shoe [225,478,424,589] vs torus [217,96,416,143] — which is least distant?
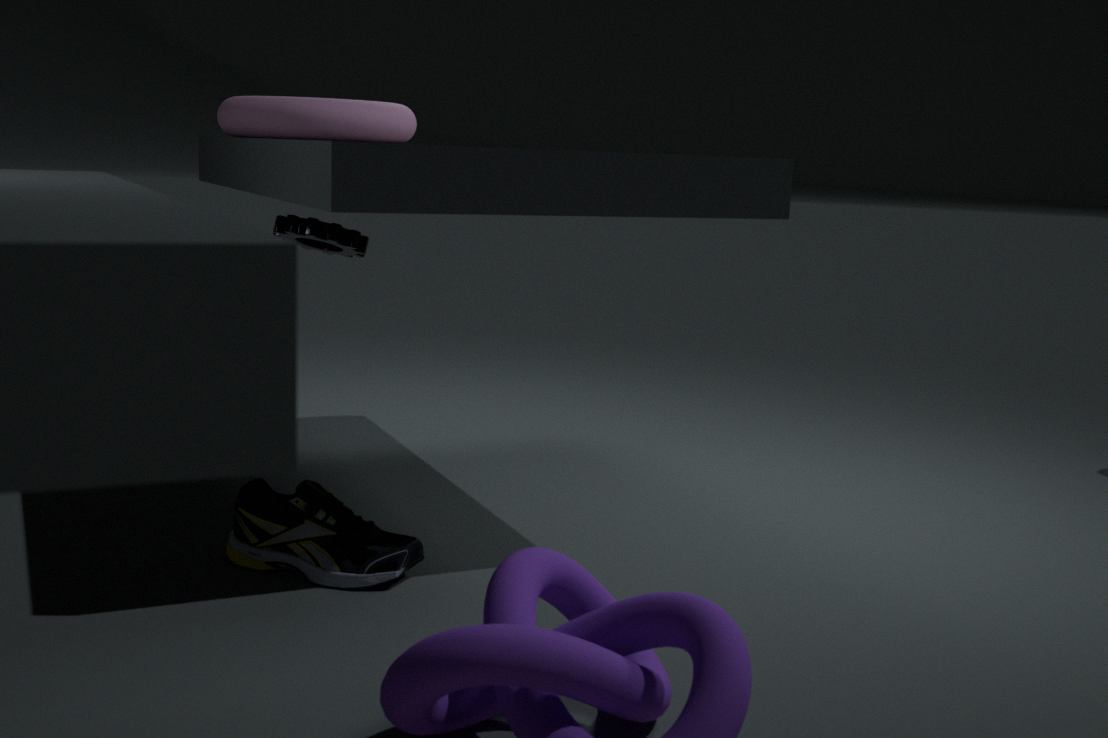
shoe [225,478,424,589]
